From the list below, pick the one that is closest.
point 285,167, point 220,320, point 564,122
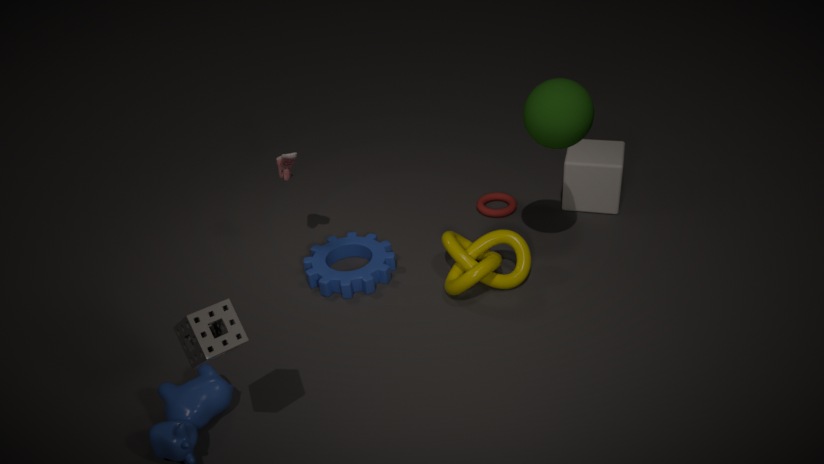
point 220,320
